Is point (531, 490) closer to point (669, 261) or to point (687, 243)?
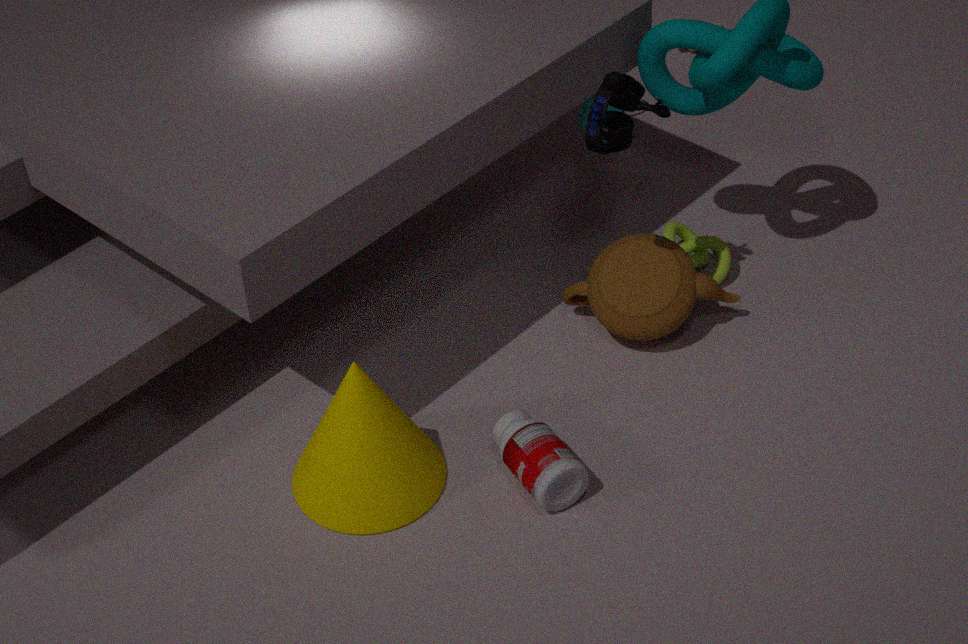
point (669, 261)
